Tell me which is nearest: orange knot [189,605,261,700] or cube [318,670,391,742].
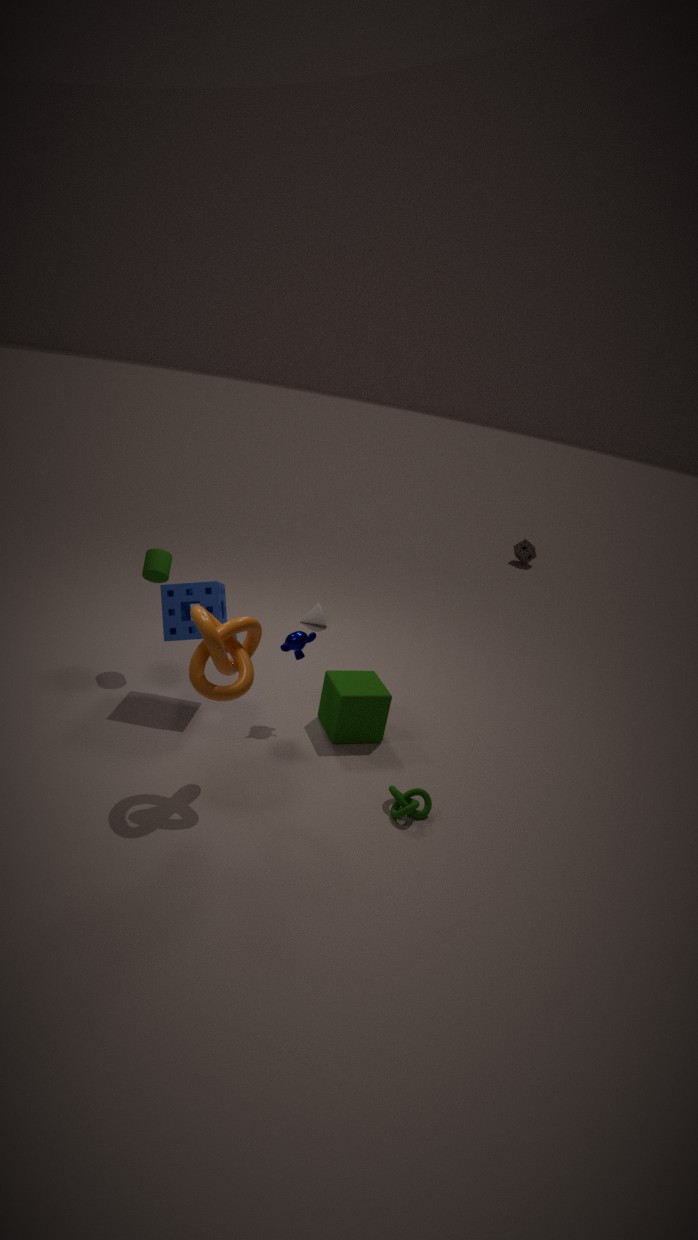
orange knot [189,605,261,700]
